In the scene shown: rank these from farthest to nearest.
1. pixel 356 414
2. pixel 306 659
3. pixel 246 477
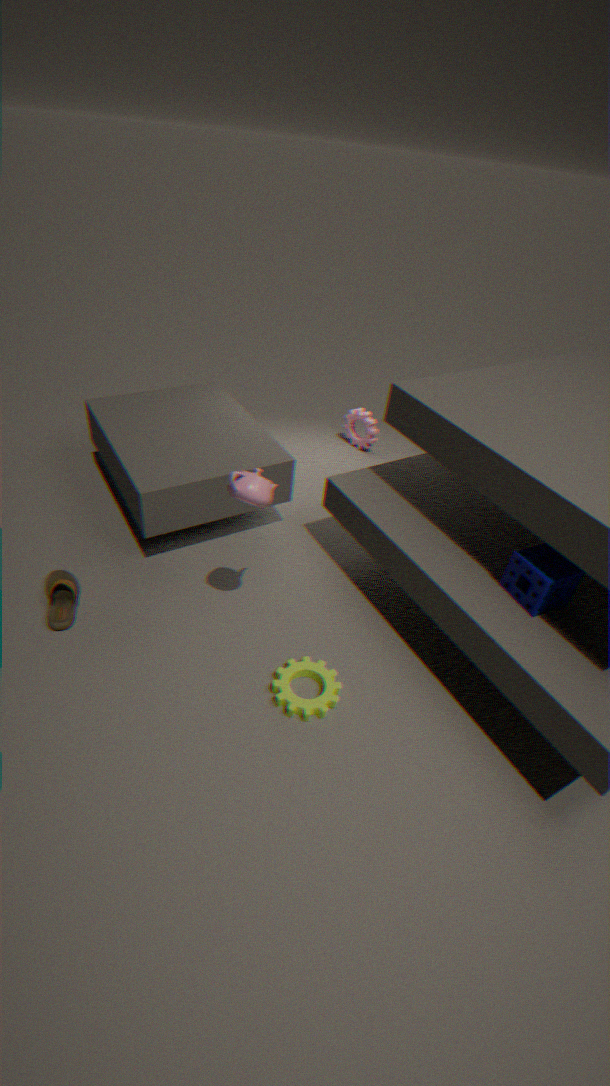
pixel 356 414 < pixel 306 659 < pixel 246 477
